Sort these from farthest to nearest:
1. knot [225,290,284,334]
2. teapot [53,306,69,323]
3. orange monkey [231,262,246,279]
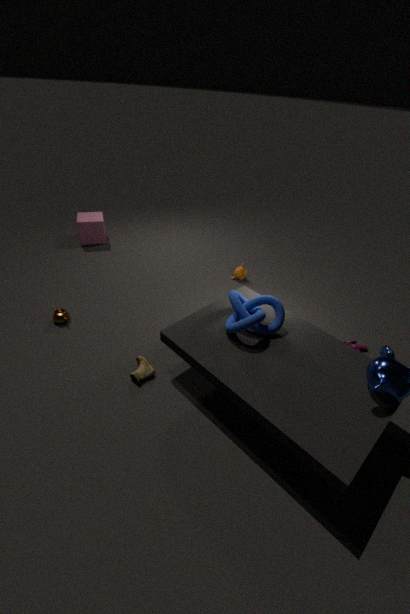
orange monkey [231,262,246,279]
teapot [53,306,69,323]
knot [225,290,284,334]
